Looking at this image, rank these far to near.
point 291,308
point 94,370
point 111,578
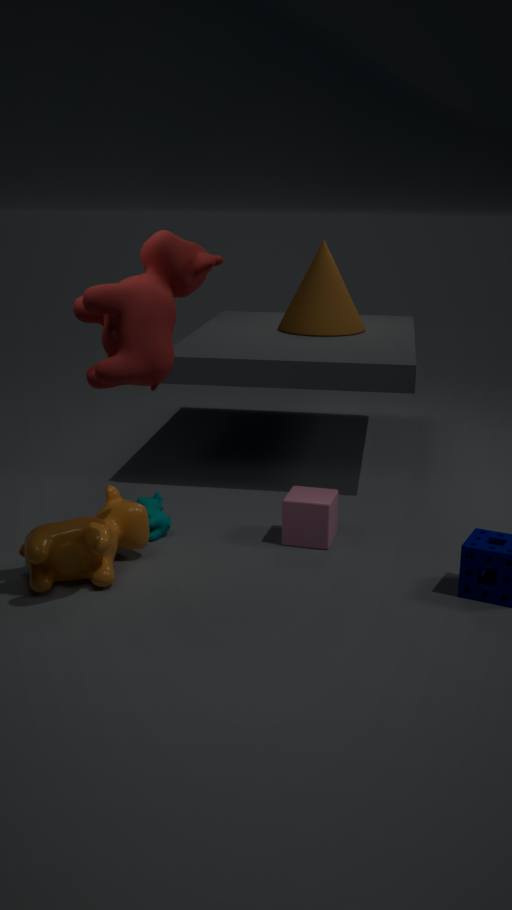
point 291,308, point 111,578, point 94,370
